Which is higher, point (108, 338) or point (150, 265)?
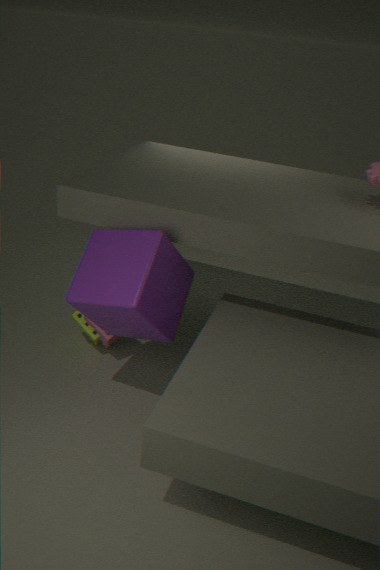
point (150, 265)
